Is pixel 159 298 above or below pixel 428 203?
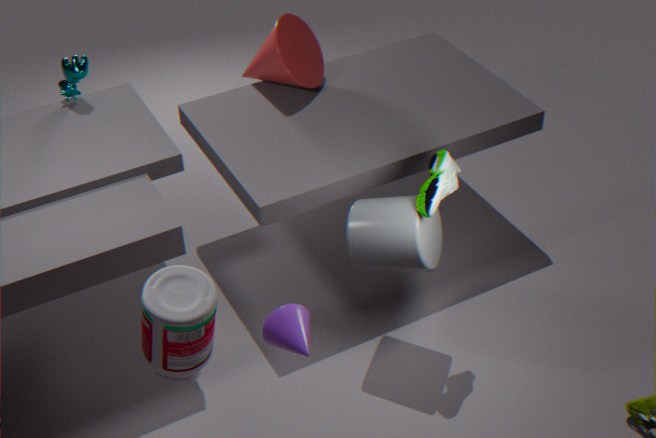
below
